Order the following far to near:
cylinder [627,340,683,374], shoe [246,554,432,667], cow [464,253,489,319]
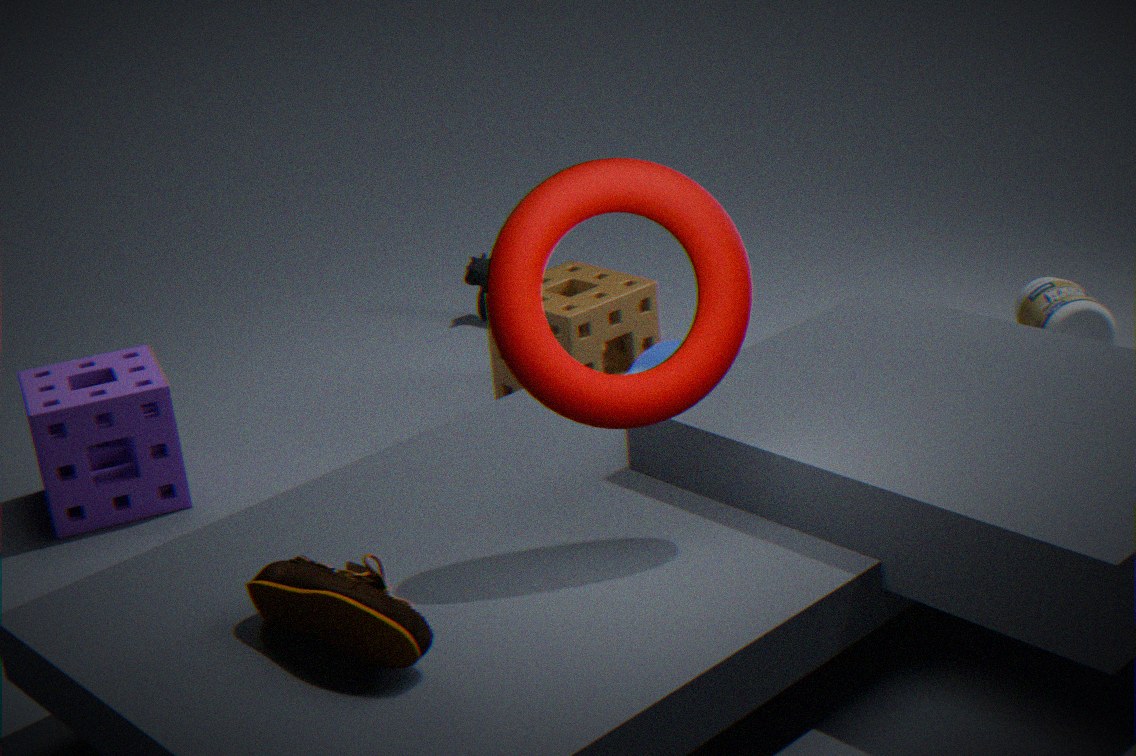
1. cow [464,253,489,319]
2. cylinder [627,340,683,374]
3. shoe [246,554,432,667]
